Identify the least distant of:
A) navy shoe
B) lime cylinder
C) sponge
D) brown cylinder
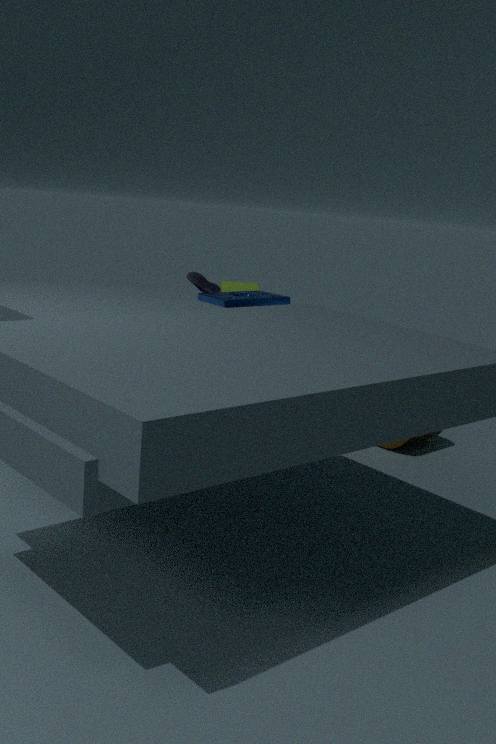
sponge
